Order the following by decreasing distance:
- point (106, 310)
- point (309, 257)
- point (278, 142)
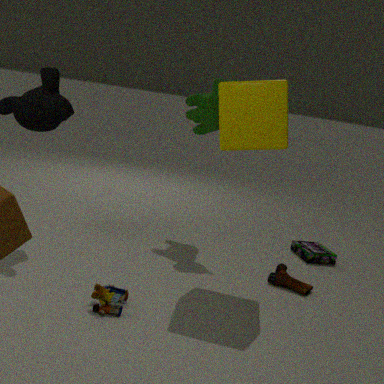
point (309, 257), point (278, 142), point (106, 310)
